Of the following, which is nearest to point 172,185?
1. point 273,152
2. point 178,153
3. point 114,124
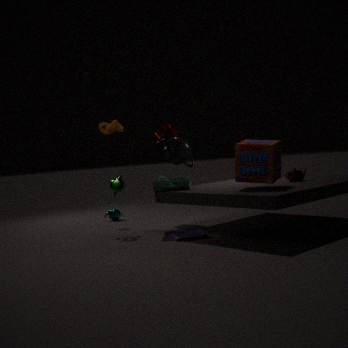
point 178,153
